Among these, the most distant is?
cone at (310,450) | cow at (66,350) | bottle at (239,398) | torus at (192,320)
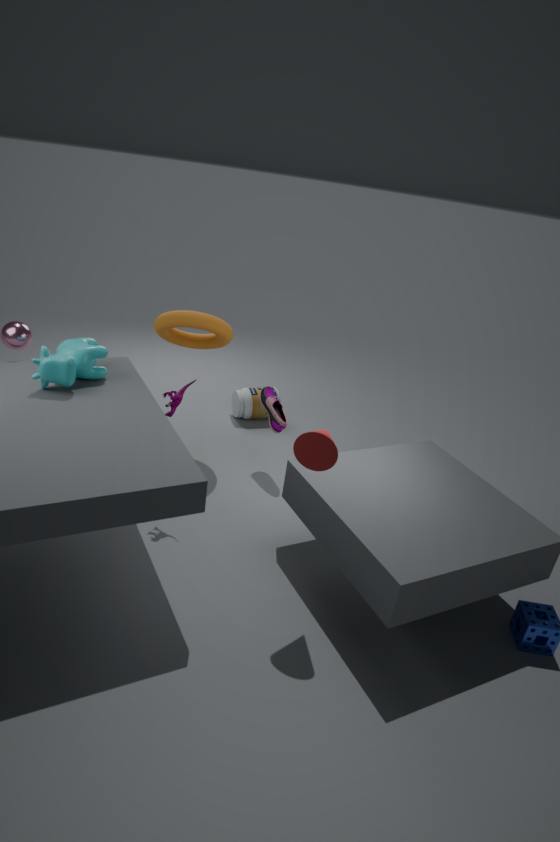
bottle at (239,398)
